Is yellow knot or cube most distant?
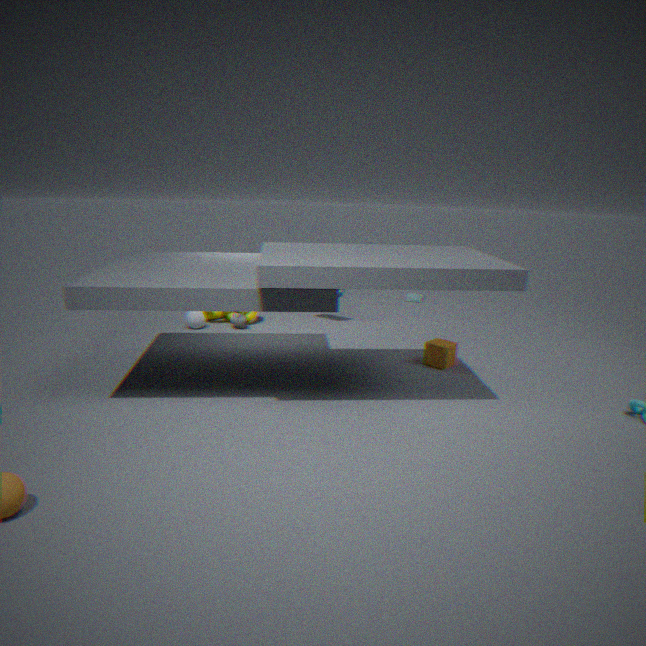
yellow knot
